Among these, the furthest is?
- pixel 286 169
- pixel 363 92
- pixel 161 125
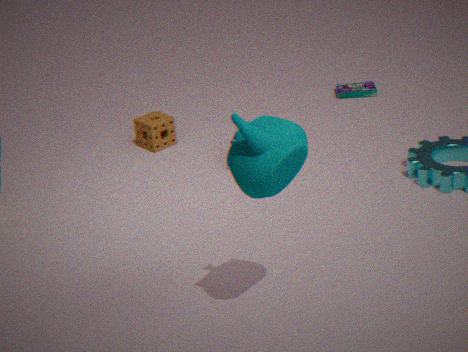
pixel 363 92
